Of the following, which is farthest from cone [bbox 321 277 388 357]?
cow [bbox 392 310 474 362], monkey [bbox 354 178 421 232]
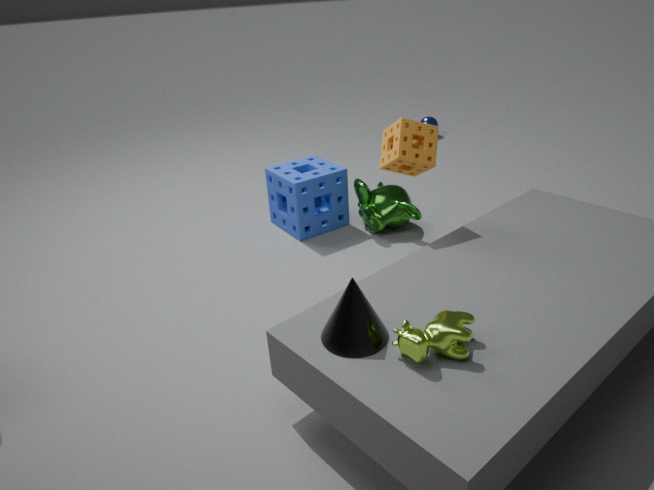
monkey [bbox 354 178 421 232]
